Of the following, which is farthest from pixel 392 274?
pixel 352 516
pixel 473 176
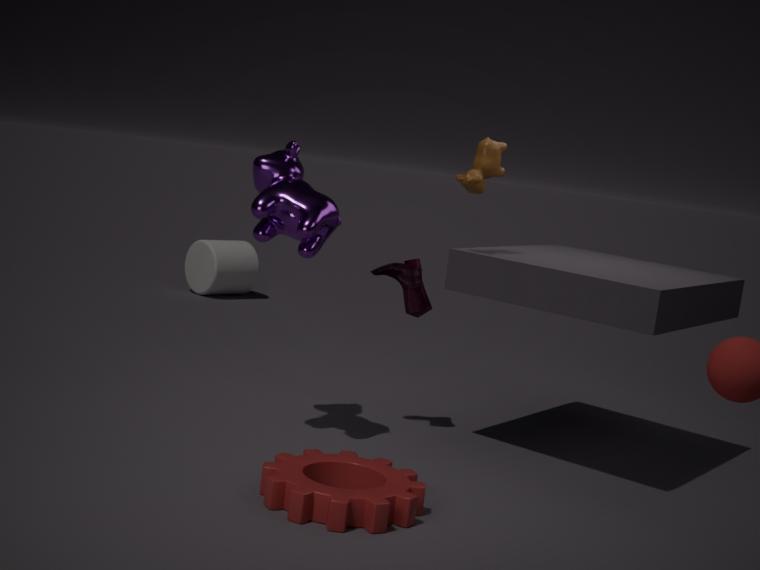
pixel 352 516
